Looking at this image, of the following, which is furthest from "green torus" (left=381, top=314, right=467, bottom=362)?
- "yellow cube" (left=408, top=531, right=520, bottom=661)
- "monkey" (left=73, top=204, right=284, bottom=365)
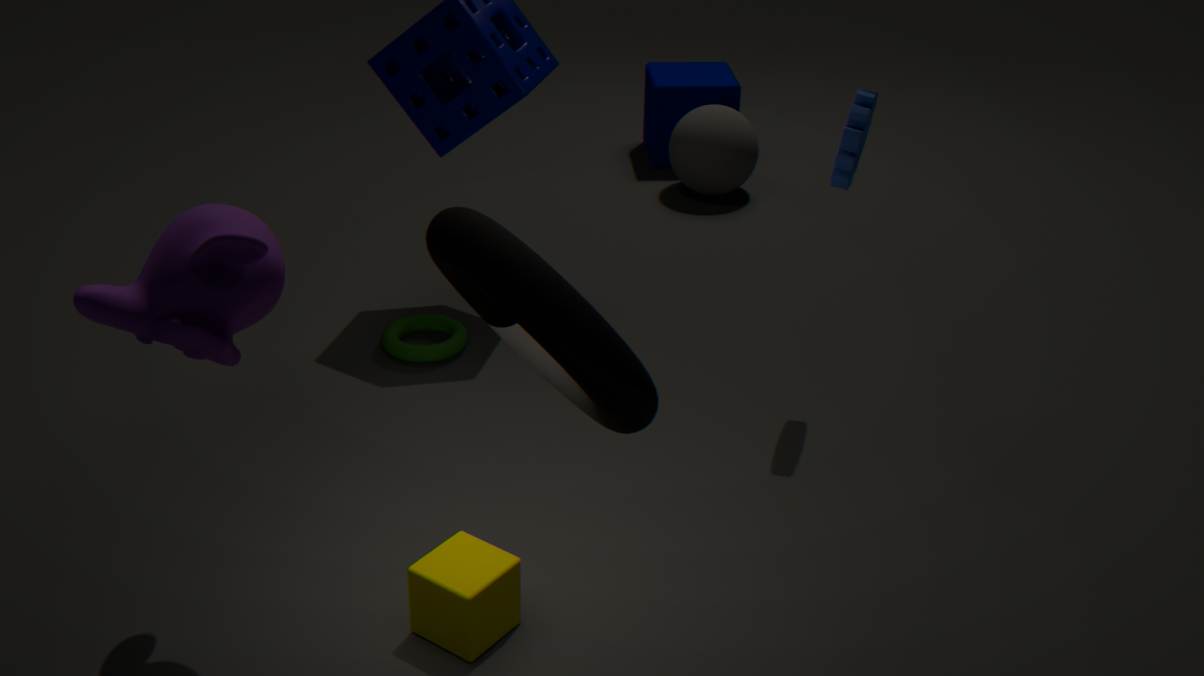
"monkey" (left=73, top=204, right=284, bottom=365)
